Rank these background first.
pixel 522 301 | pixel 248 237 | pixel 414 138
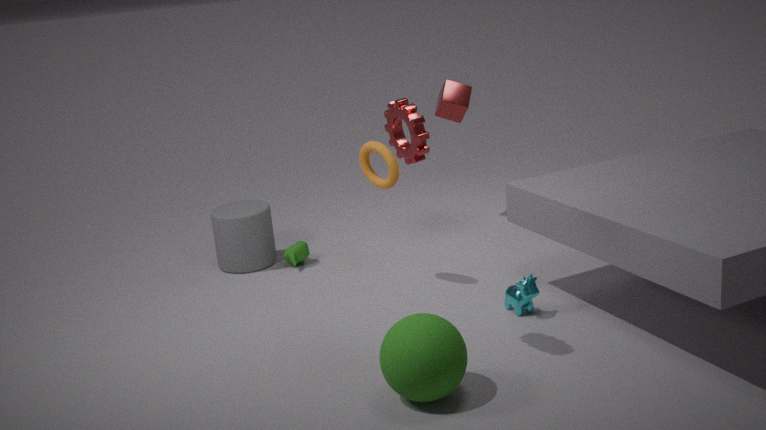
pixel 248 237 → pixel 522 301 → pixel 414 138
